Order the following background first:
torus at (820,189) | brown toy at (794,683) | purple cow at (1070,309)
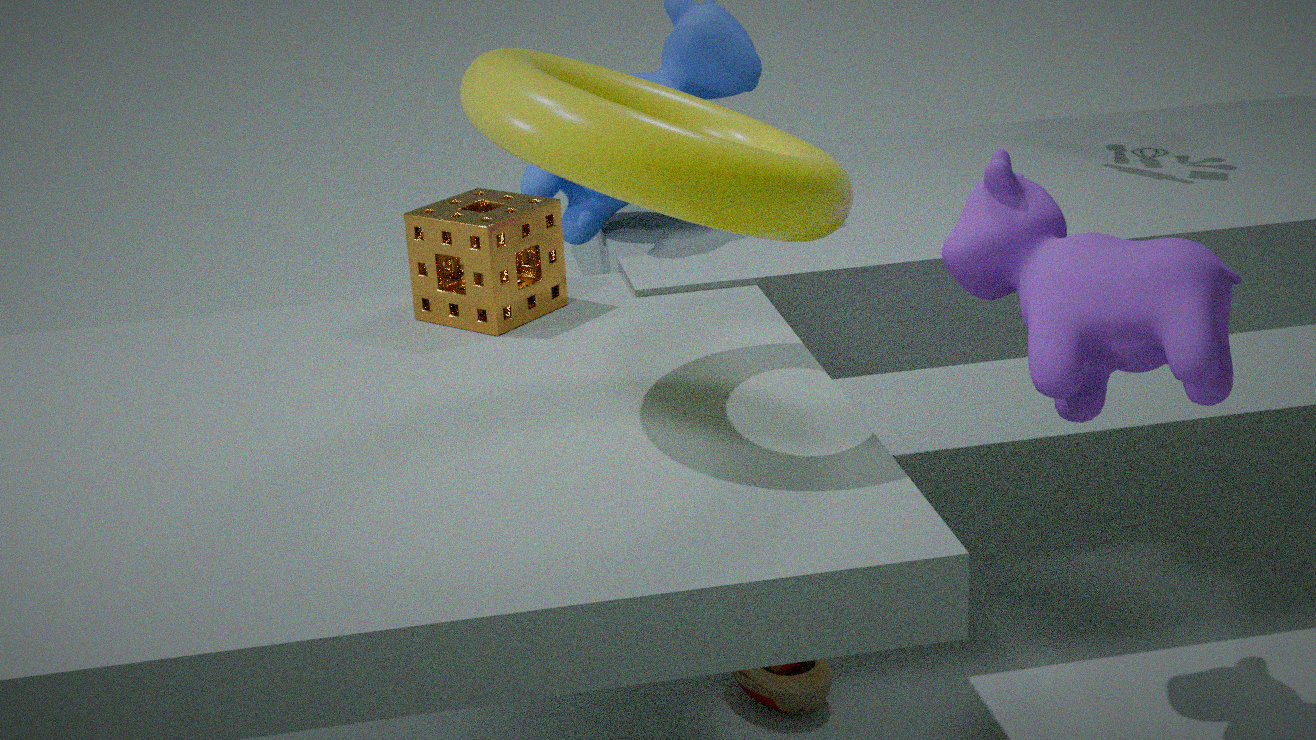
1. brown toy at (794,683)
2. purple cow at (1070,309)
3. torus at (820,189)
